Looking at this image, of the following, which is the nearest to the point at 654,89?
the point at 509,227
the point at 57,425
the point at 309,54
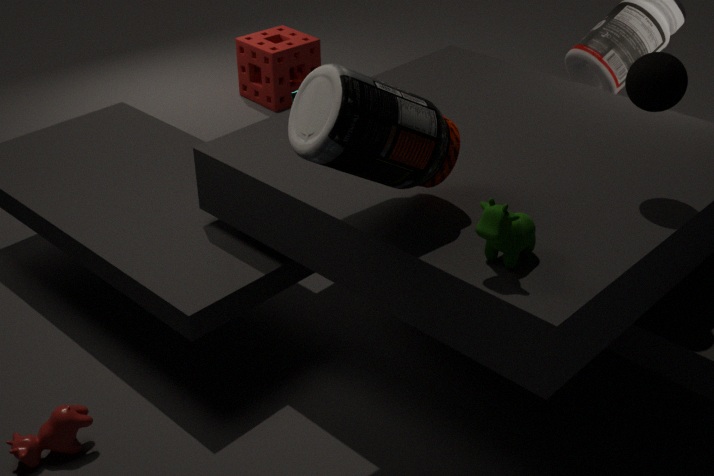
the point at 509,227
